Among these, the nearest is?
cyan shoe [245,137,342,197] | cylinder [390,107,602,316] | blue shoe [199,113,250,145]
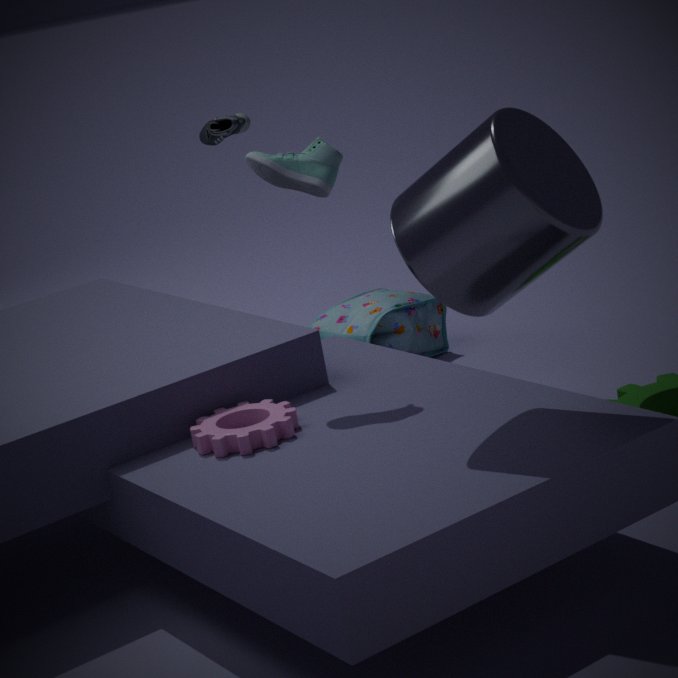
cylinder [390,107,602,316]
